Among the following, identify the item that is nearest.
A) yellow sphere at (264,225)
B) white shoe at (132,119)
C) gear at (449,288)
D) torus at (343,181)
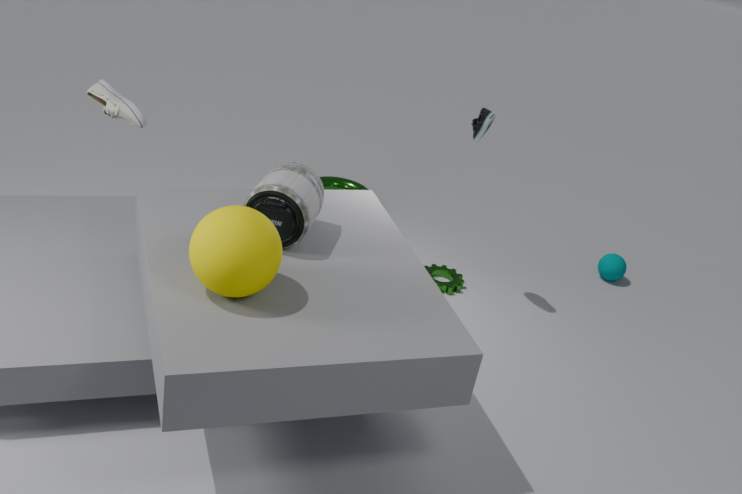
yellow sphere at (264,225)
